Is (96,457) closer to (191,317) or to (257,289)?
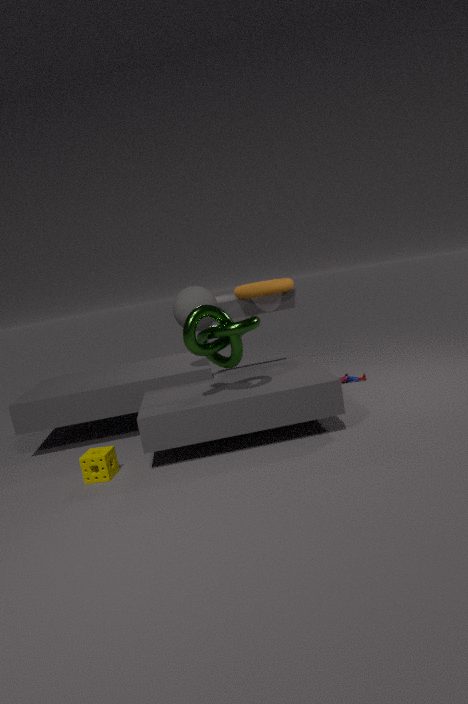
(191,317)
